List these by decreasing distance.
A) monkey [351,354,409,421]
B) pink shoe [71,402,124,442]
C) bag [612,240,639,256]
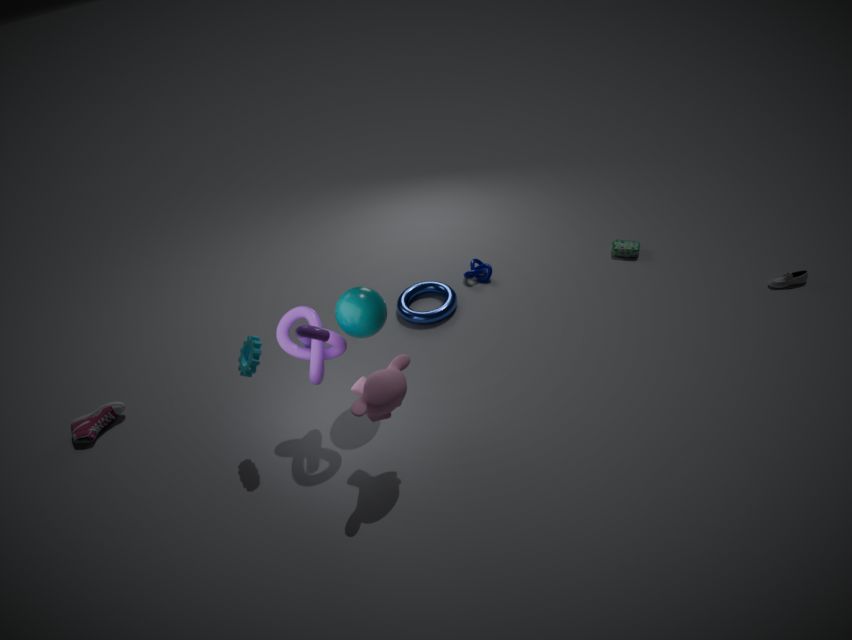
1. bag [612,240,639,256]
2. pink shoe [71,402,124,442]
3. monkey [351,354,409,421]
